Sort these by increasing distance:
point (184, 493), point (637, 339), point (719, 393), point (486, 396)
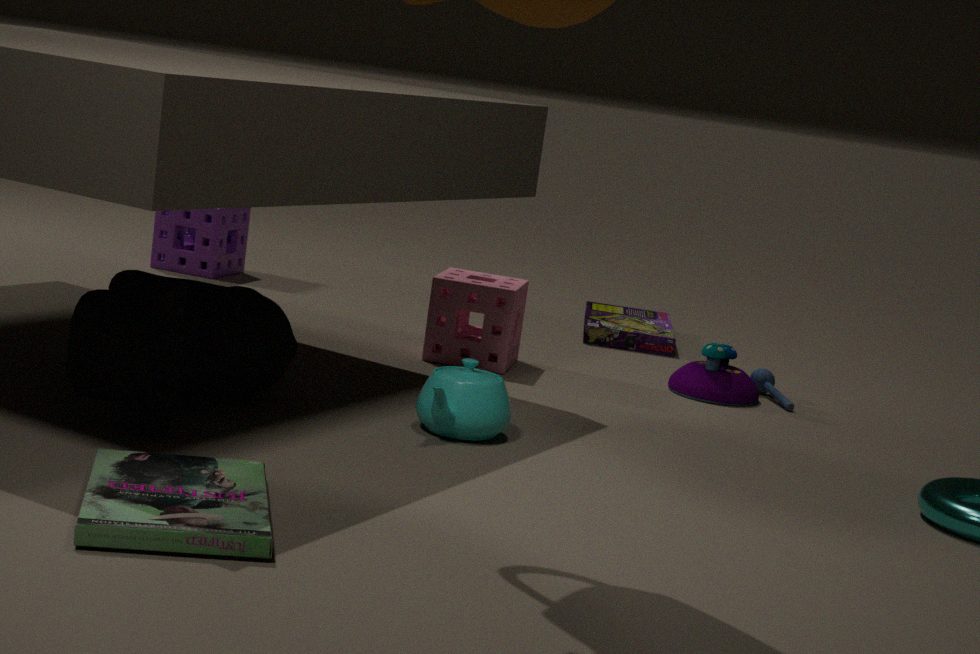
point (184, 493)
point (486, 396)
point (719, 393)
point (637, 339)
